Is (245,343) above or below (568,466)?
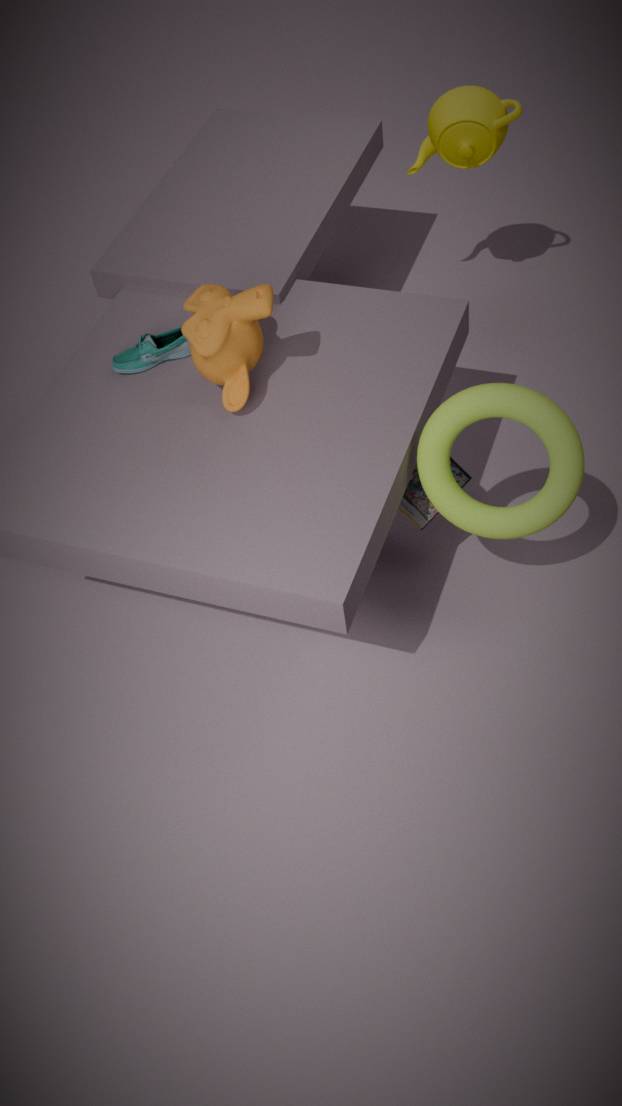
above
